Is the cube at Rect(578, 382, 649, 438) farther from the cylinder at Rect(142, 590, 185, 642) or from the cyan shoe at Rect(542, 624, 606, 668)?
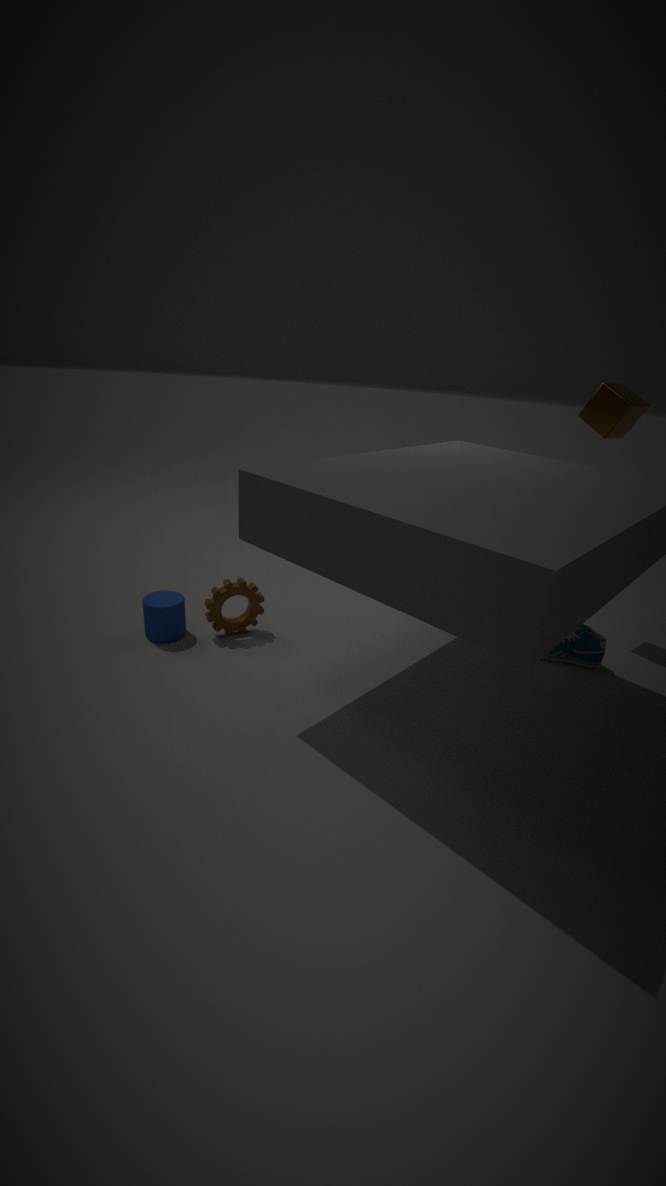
the cylinder at Rect(142, 590, 185, 642)
